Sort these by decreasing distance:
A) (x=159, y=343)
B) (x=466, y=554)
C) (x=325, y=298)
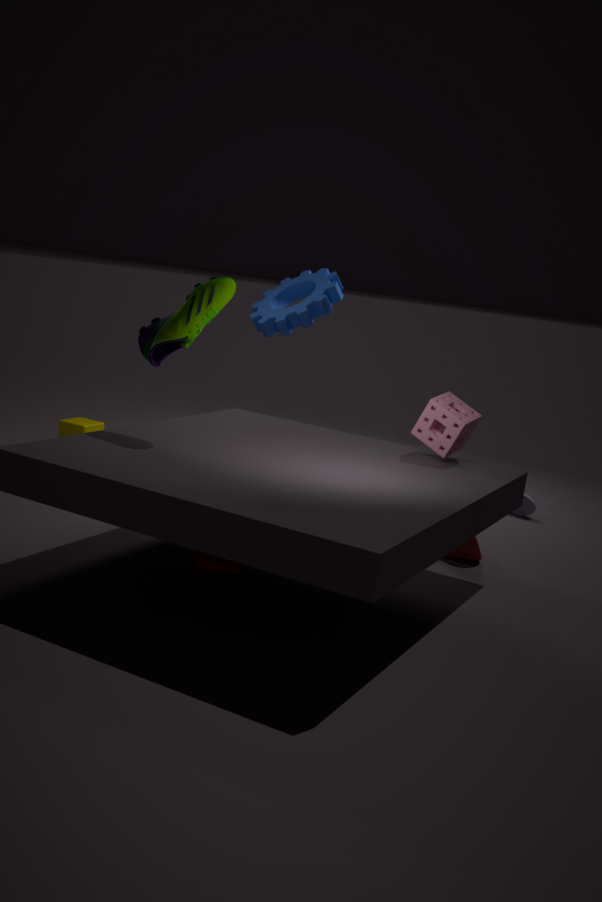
(x=325, y=298) < (x=466, y=554) < (x=159, y=343)
